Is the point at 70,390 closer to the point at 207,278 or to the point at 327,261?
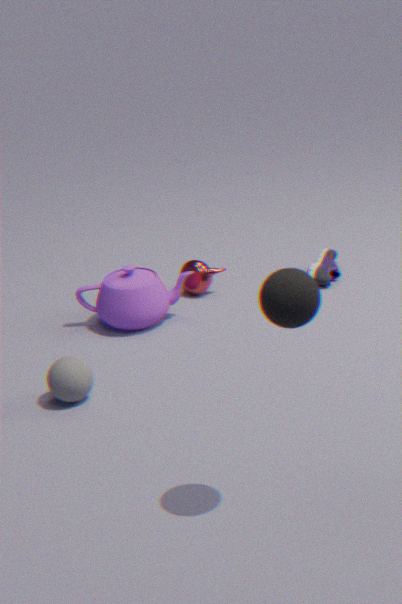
the point at 207,278
